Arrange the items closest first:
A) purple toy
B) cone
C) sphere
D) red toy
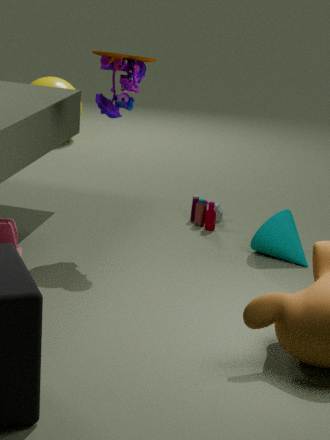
1. purple toy
2. cone
3. red toy
4. sphere
